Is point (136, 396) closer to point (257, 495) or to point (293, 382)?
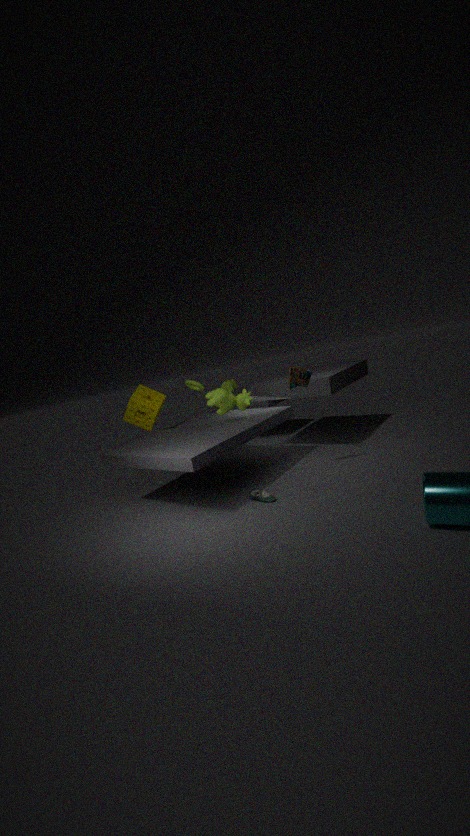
point (257, 495)
